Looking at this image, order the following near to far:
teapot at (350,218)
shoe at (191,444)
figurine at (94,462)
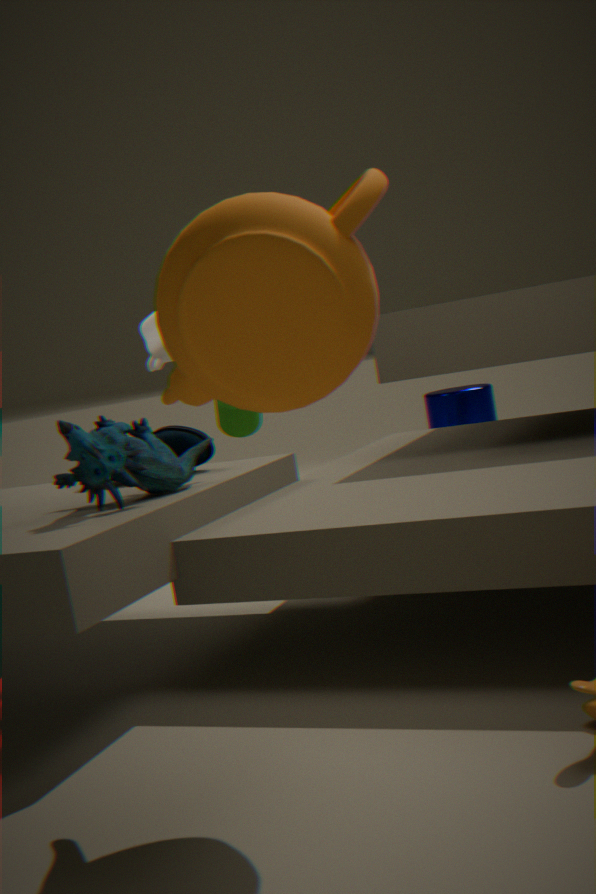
teapot at (350,218)
figurine at (94,462)
shoe at (191,444)
